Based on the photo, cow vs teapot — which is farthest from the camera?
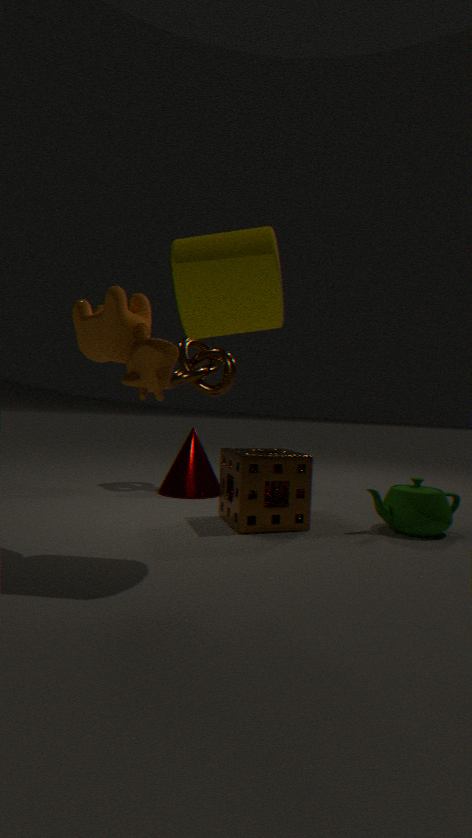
teapot
